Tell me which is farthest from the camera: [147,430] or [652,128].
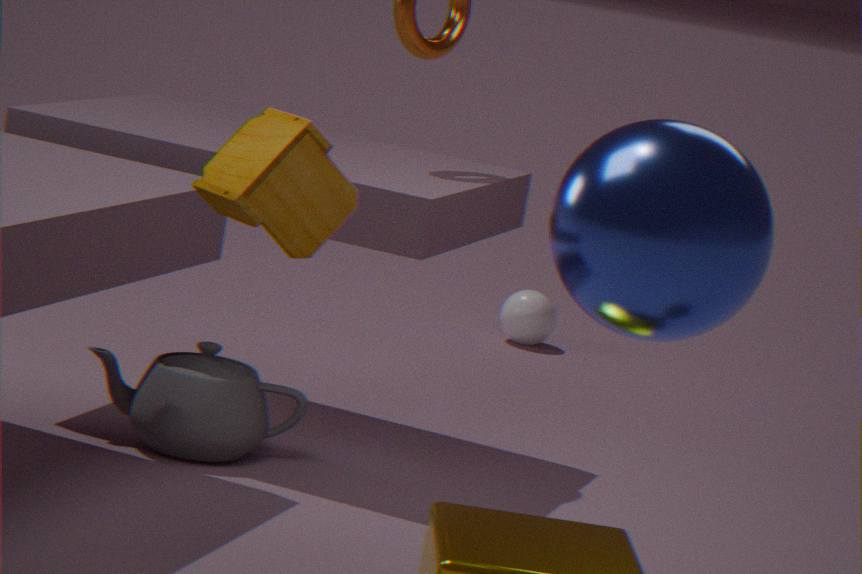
[147,430]
